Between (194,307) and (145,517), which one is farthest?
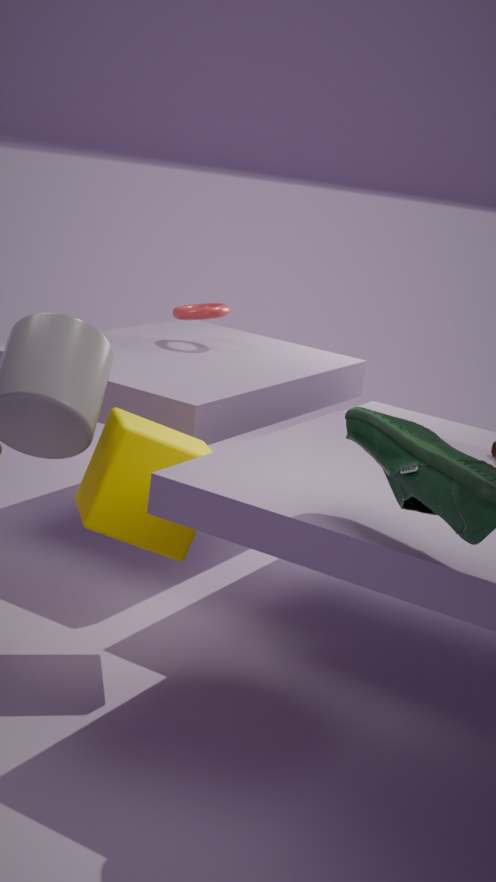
(194,307)
